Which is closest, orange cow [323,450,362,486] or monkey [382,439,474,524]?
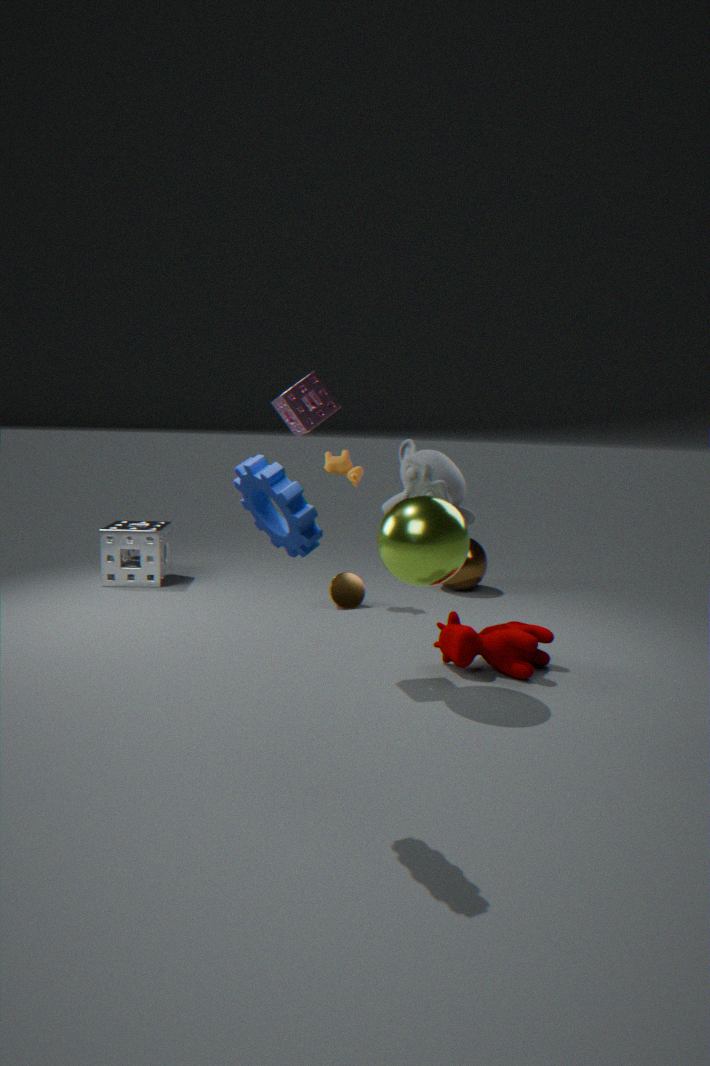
monkey [382,439,474,524]
